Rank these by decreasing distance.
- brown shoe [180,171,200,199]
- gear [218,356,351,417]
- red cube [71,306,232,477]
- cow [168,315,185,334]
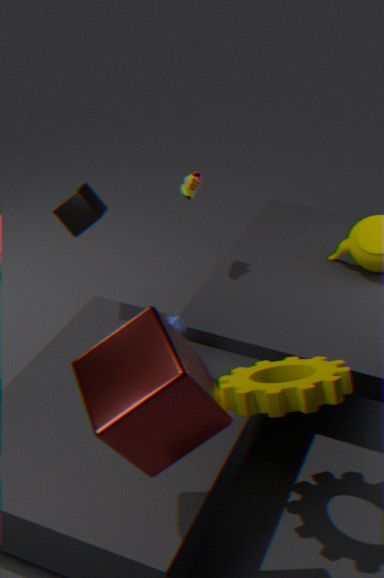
brown shoe [180,171,200,199] → cow [168,315,185,334] → gear [218,356,351,417] → red cube [71,306,232,477]
